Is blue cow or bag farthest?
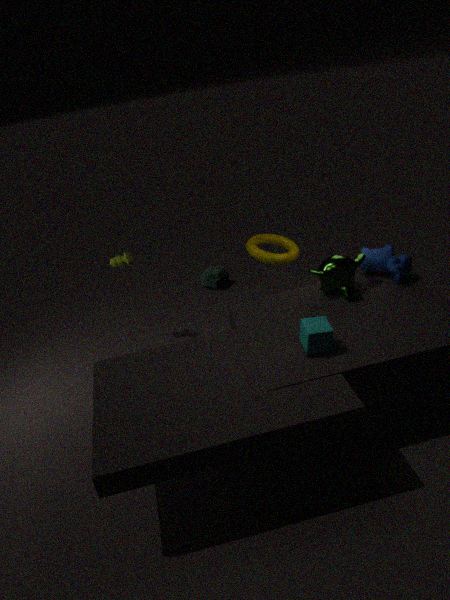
bag
